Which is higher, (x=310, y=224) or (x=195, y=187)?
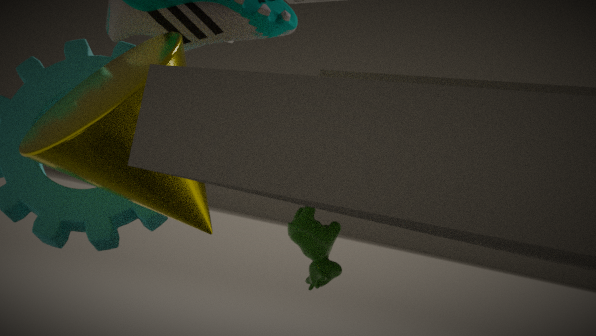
(x=195, y=187)
